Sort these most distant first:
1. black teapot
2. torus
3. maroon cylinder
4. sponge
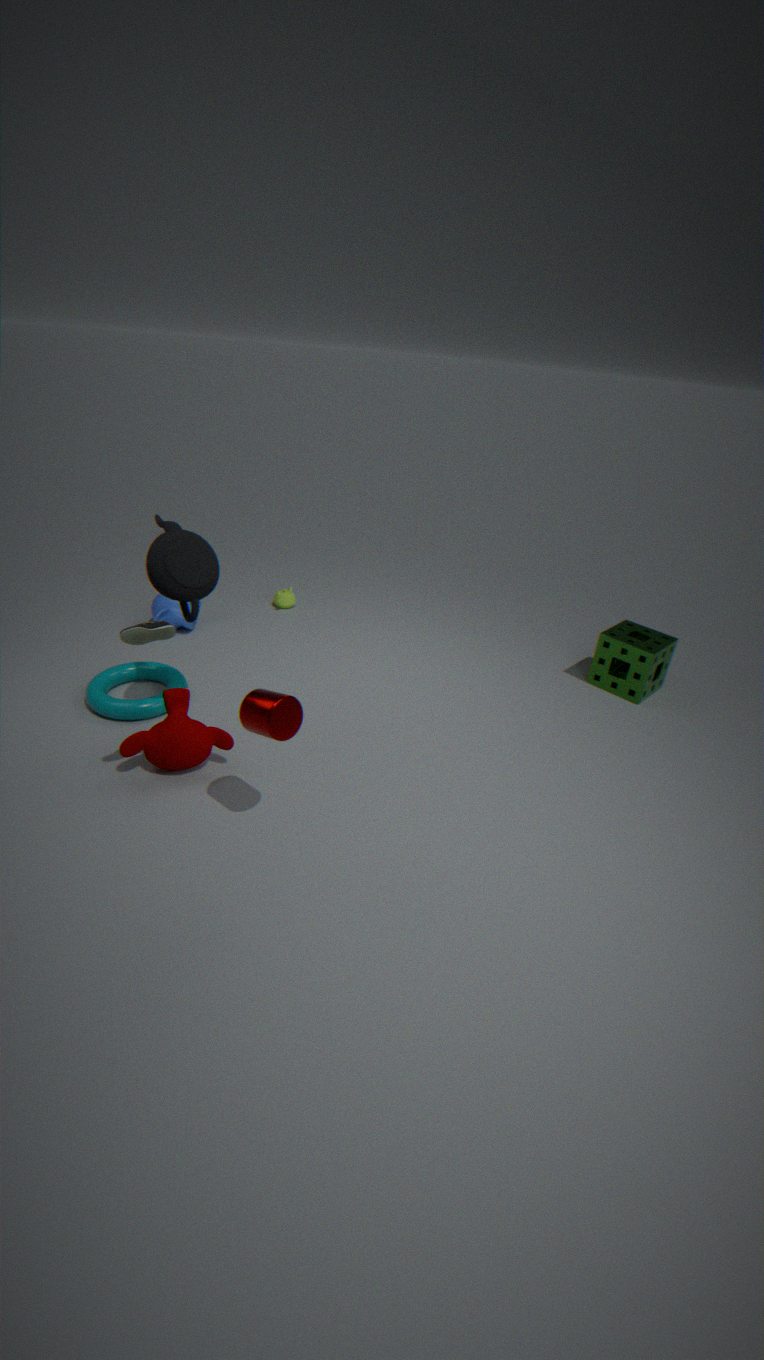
sponge
torus
black teapot
maroon cylinder
